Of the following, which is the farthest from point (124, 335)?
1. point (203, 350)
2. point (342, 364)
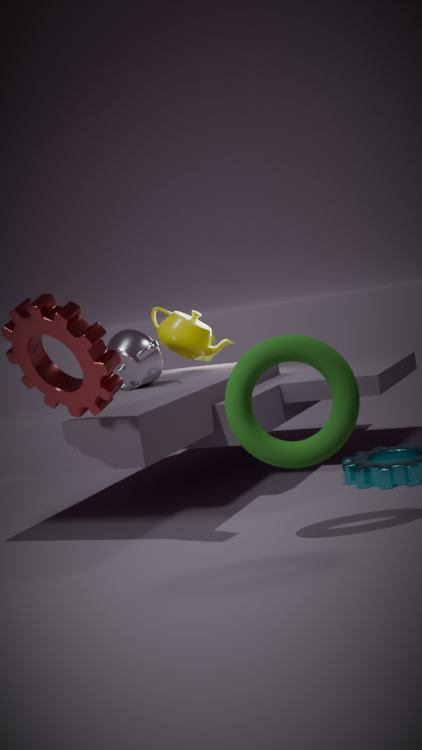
point (342, 364)
